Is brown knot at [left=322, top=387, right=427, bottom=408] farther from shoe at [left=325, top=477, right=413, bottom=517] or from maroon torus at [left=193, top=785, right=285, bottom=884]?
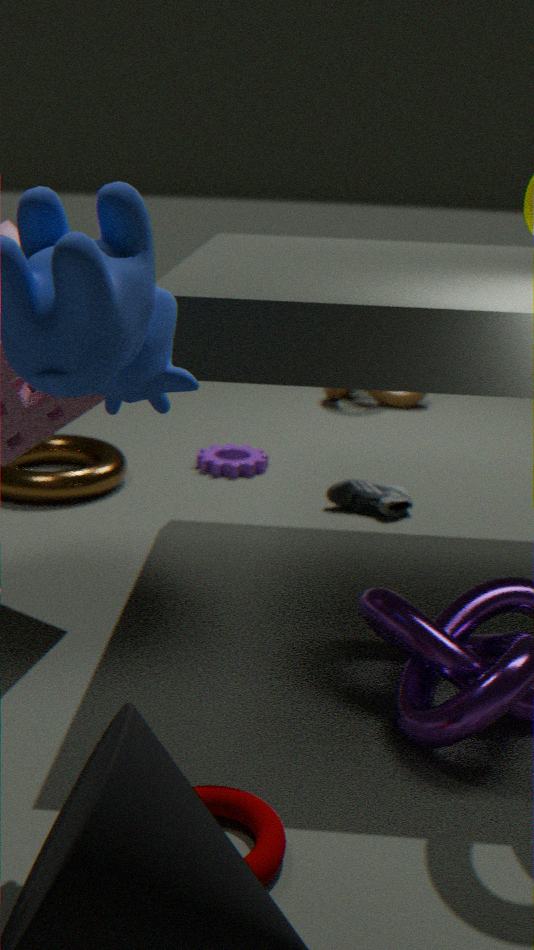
maroon torus at [left=193, top=785, right=285, bottom=884]
